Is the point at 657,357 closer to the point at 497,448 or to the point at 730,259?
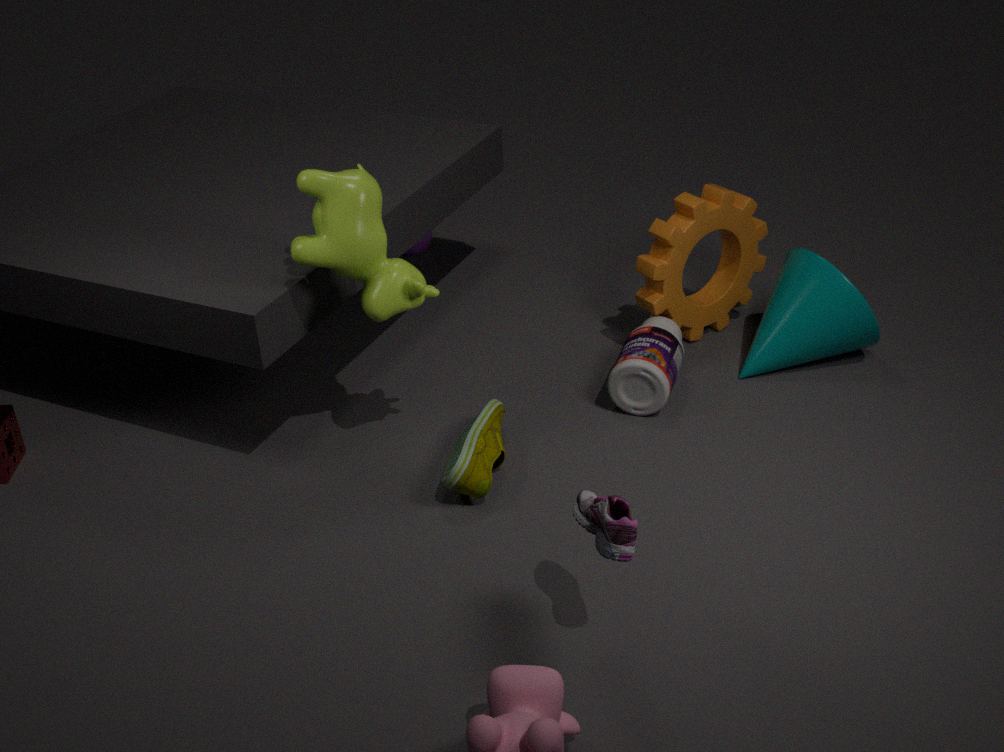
the point at 730,259
